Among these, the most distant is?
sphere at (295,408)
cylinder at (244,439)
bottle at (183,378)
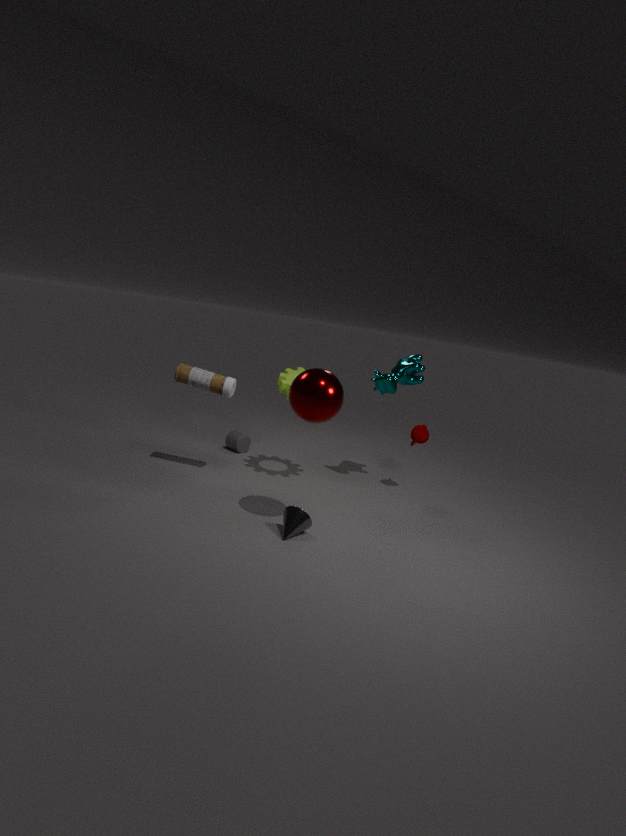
cylinder at (244,439)
